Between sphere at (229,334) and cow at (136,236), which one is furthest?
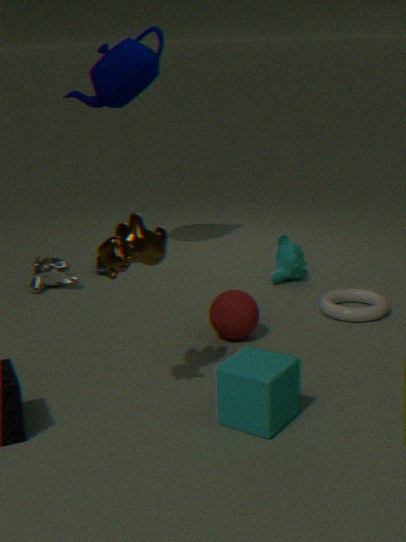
sphere at (229,334)
